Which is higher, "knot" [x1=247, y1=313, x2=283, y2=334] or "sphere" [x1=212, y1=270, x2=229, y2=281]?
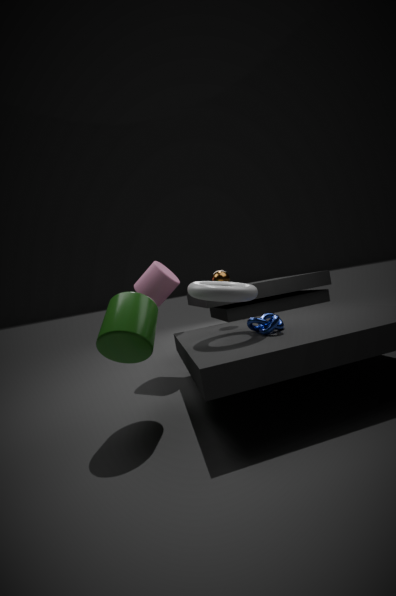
"sphere" [x1=212, y1=270, x2=229, y2=281]
